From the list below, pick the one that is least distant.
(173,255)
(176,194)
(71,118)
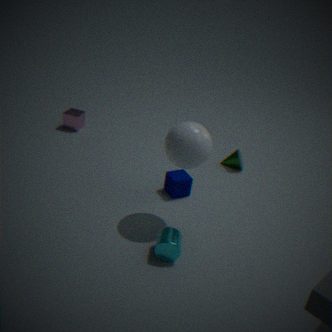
(173,255)
